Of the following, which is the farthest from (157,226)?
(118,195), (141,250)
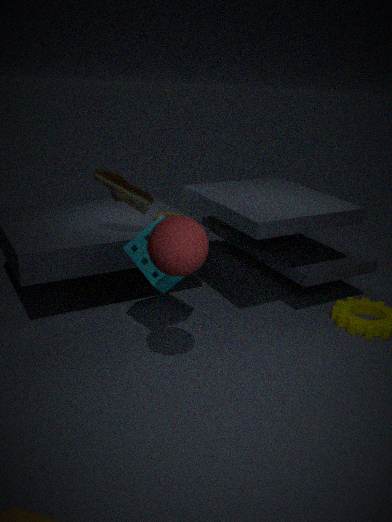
(118,195)
